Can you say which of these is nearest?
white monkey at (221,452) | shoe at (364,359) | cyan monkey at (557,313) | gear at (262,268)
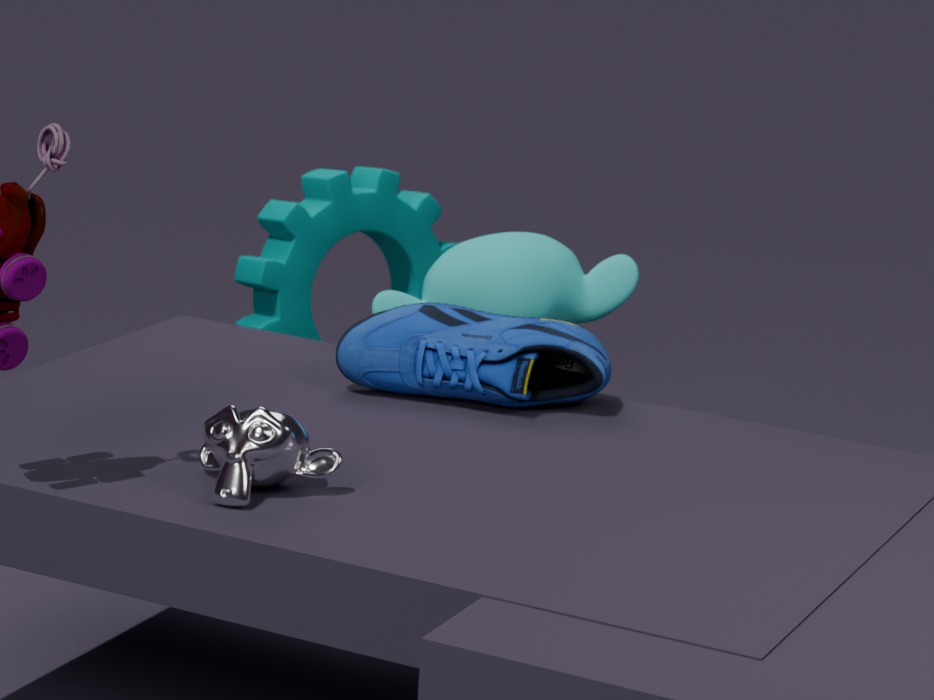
white monkey at (221,452)
